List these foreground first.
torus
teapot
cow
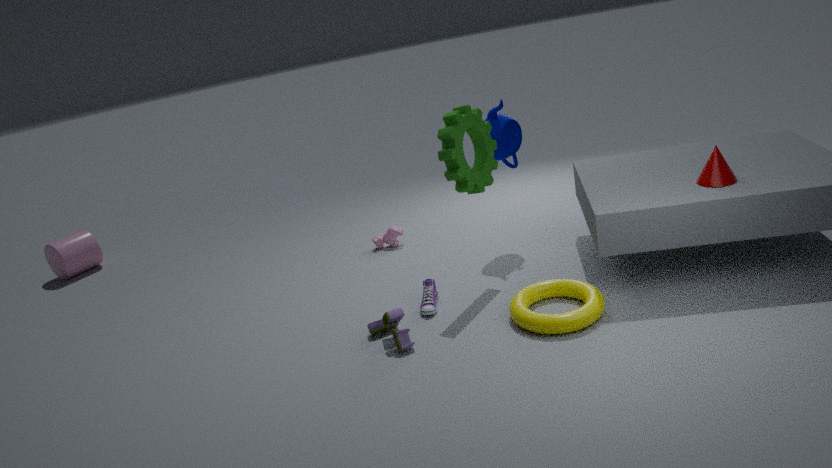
1. torus
2. teapot
3. cow
